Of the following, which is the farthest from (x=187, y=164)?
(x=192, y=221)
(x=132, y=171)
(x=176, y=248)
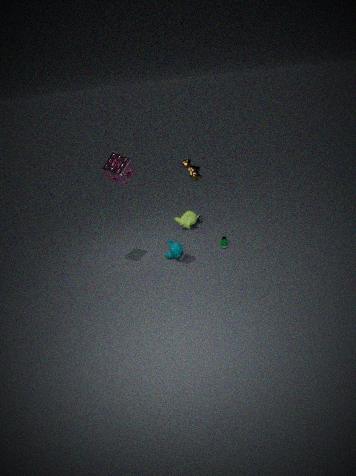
(x=132, y=171)
